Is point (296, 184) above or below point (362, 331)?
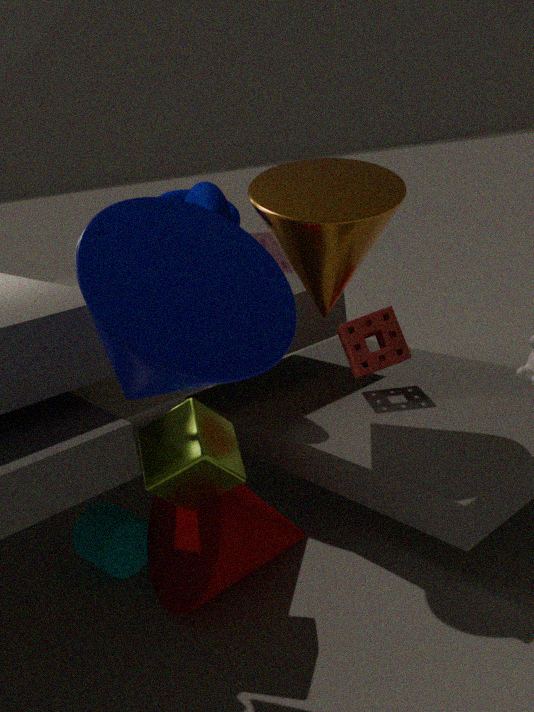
above
